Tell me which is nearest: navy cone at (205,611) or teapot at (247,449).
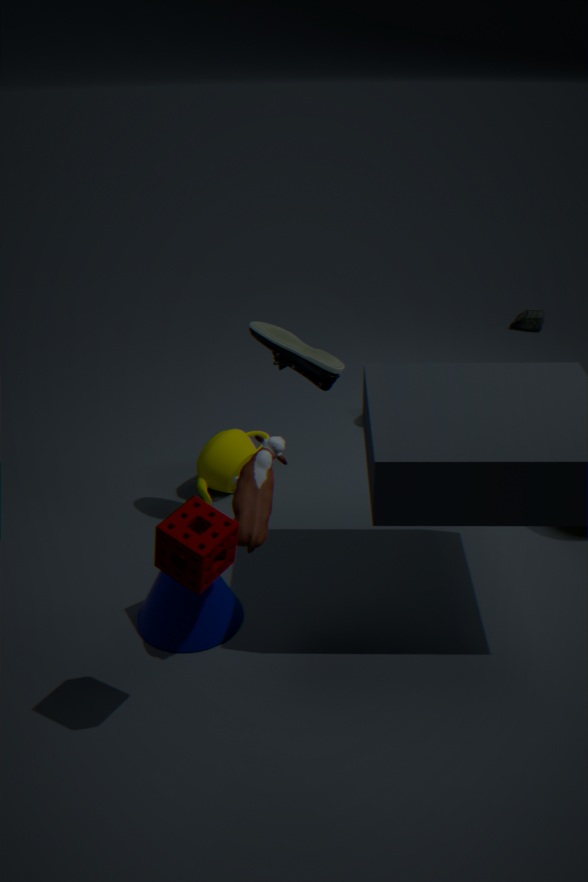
navy cone at (205,611)
